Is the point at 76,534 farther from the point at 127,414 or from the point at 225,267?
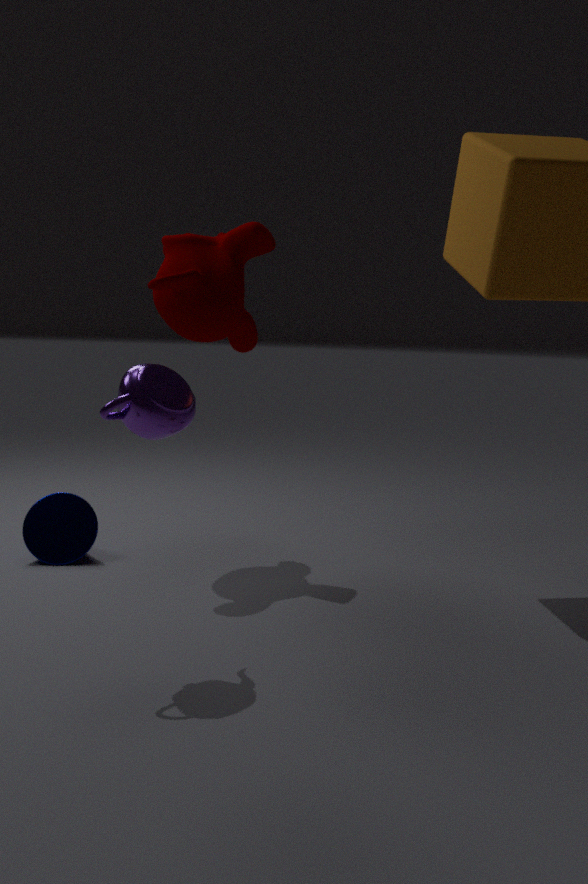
the point at 127,414
